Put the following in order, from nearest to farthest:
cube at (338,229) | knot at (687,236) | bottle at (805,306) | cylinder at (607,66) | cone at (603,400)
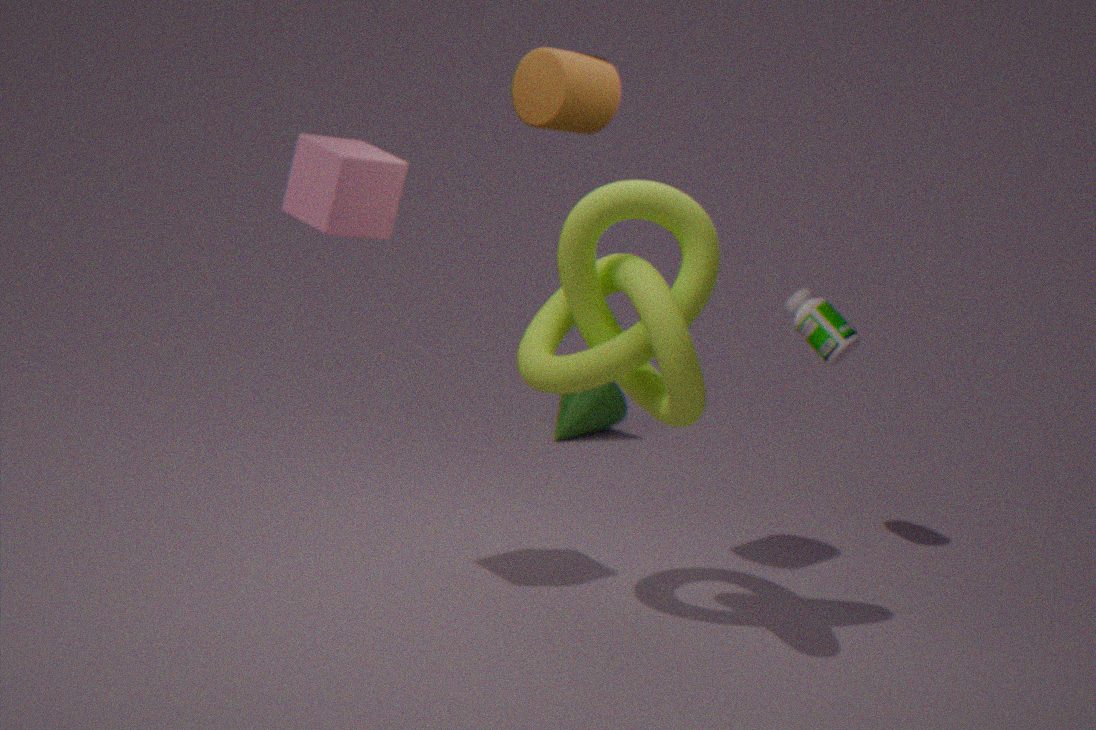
knot at (687,236) < cube at (338,229) < cylinder at (607,66) < bottle at (805,306) < cone at (603,400)
